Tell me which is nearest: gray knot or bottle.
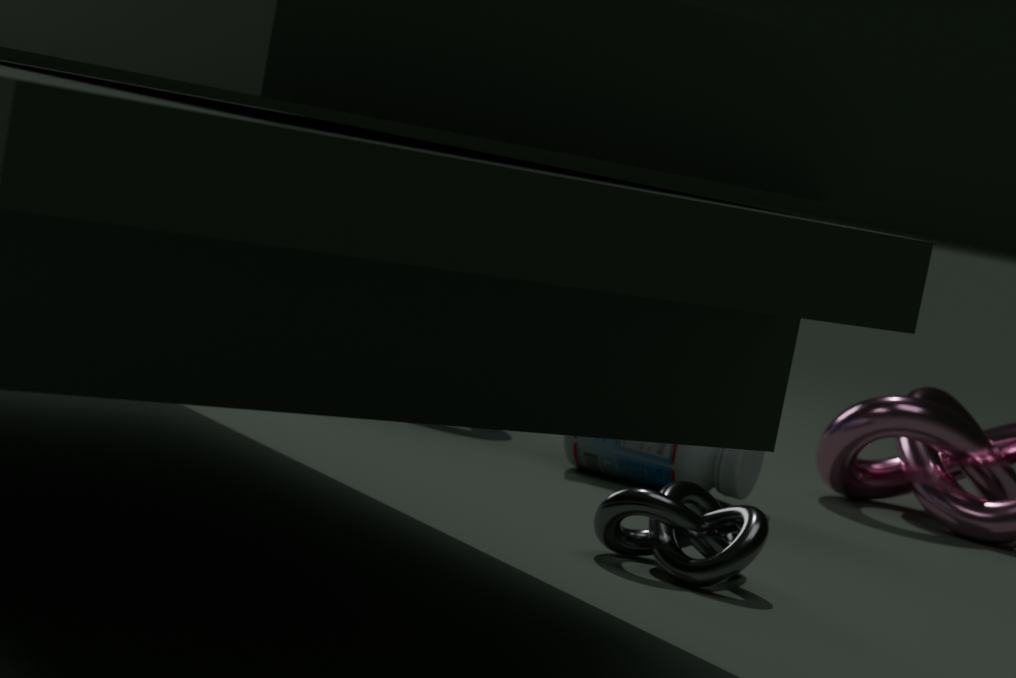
gray knot
